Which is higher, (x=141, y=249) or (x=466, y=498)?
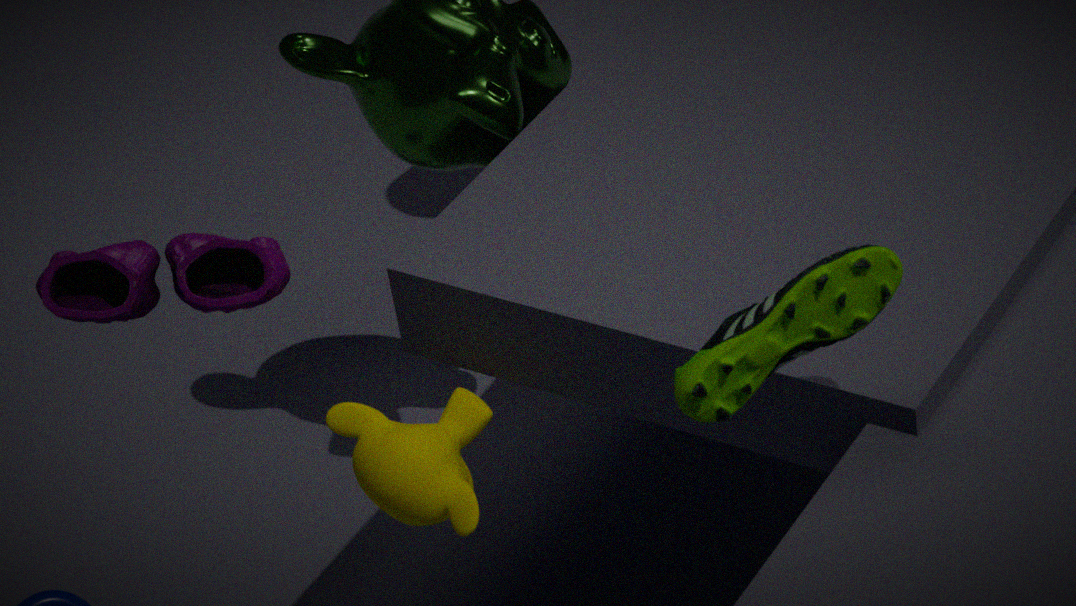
(x=141, y=249)
